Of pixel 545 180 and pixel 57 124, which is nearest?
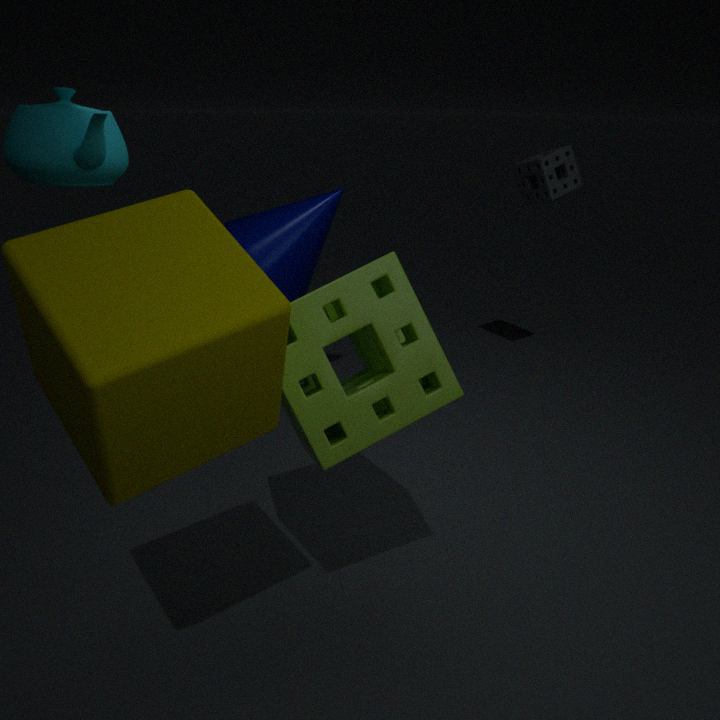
pixel 57 124
